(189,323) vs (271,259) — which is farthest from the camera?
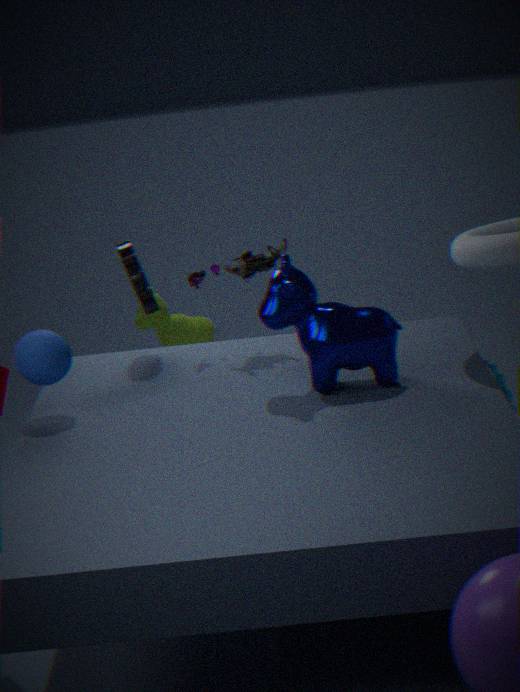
(189,323)
